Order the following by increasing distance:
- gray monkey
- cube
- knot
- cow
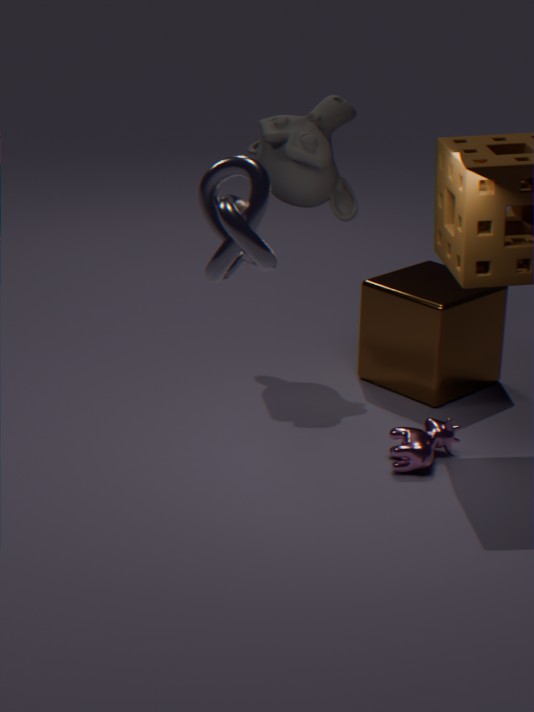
knot < cow < cube < gray monkey
